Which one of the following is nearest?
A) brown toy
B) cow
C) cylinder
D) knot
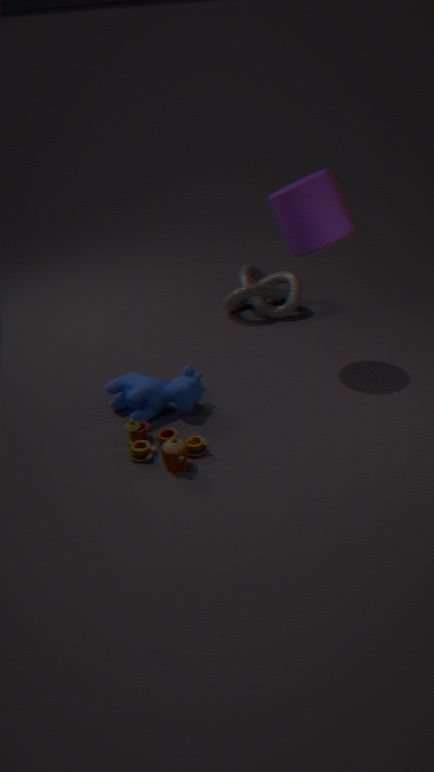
brown toy
